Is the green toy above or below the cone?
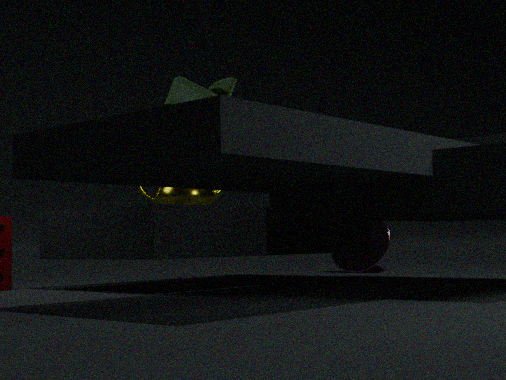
above
